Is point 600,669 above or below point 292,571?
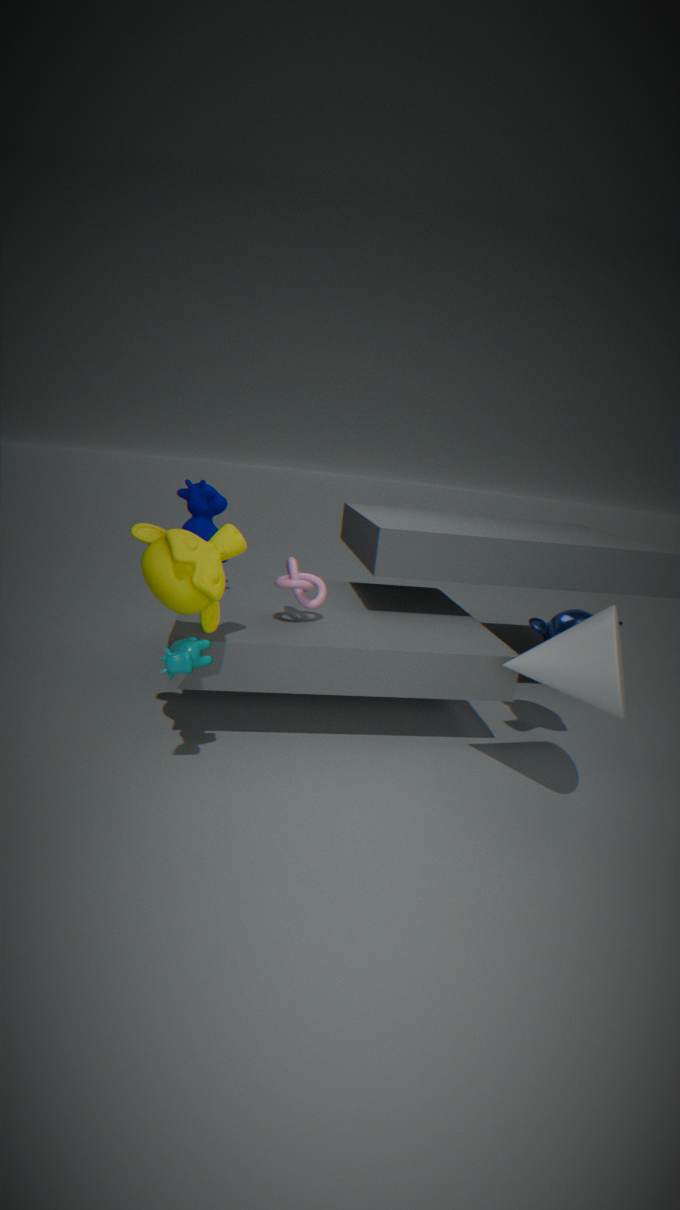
below
